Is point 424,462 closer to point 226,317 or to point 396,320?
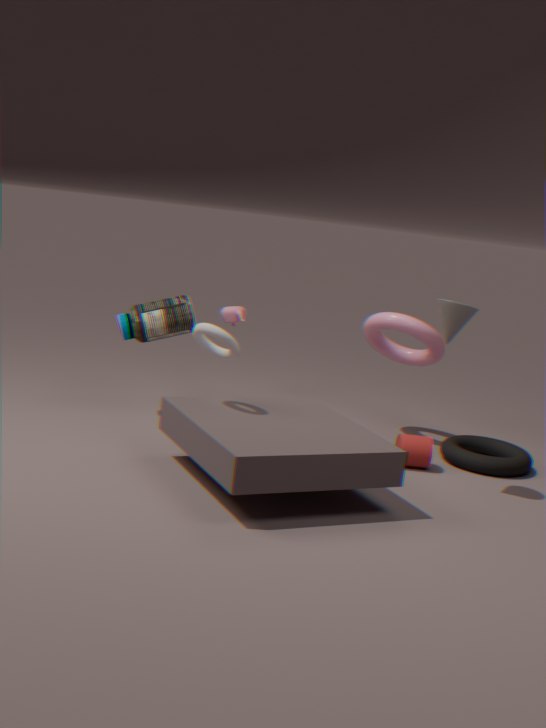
point 396,320
